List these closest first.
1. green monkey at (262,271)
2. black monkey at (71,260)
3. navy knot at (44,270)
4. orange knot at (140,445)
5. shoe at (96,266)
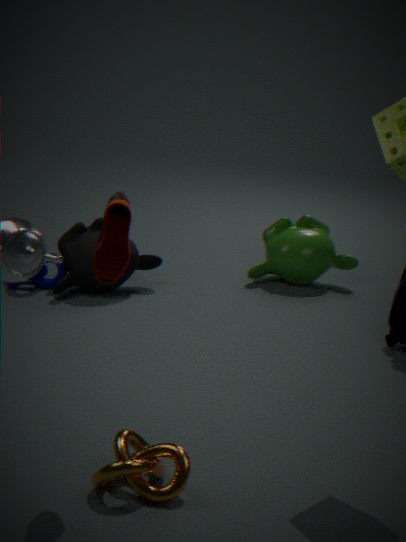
shoe at (96,266), orange knot at (140,445), black monkey at (71,260), navy knot at (44,270), green monkey at (262,271)
